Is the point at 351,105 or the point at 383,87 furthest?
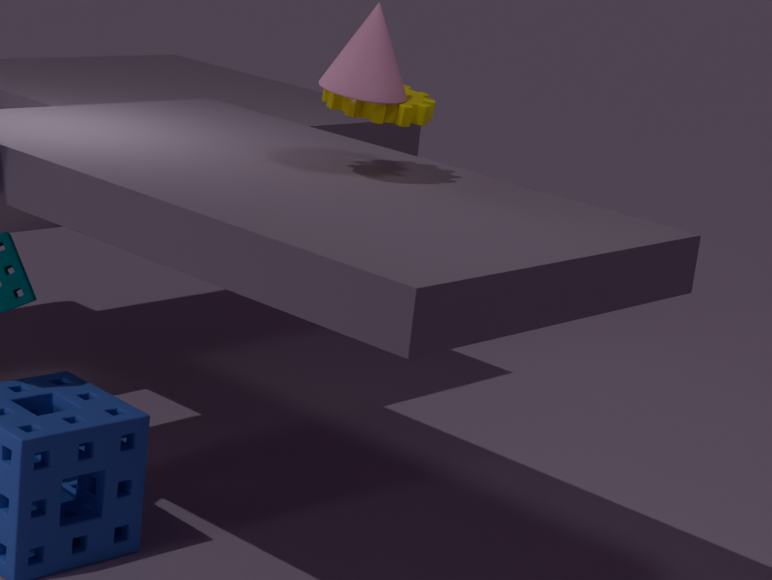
the point at 351,105
